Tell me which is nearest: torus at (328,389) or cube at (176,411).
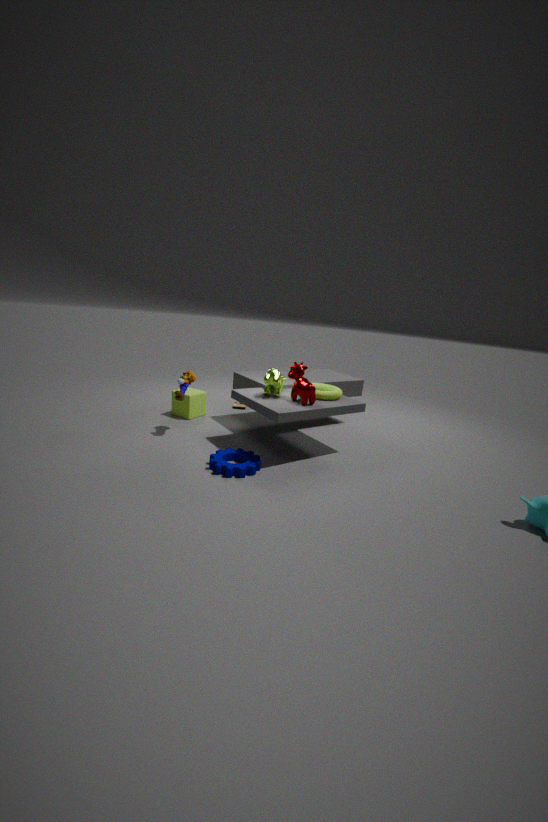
torus at (328,389)
